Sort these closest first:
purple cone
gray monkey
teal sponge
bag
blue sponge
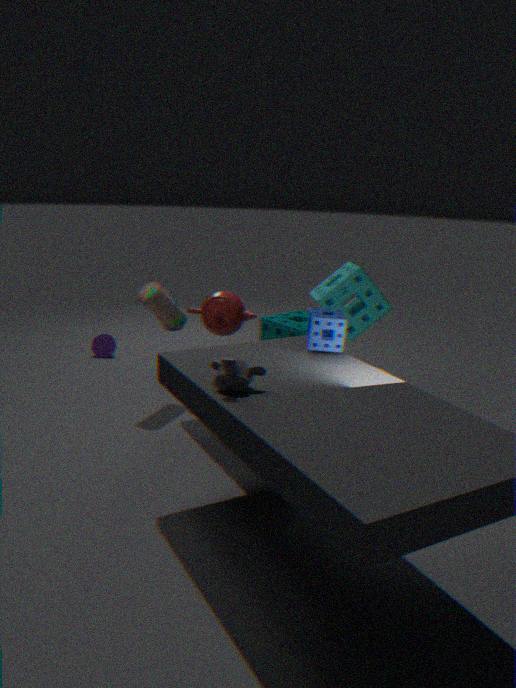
gray monkey
blue sponge
teal sponge
bag
purple cone
